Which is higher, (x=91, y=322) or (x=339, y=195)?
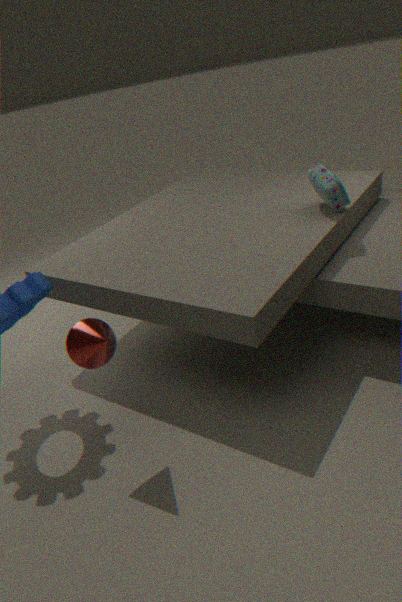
(x=339, y=195)
